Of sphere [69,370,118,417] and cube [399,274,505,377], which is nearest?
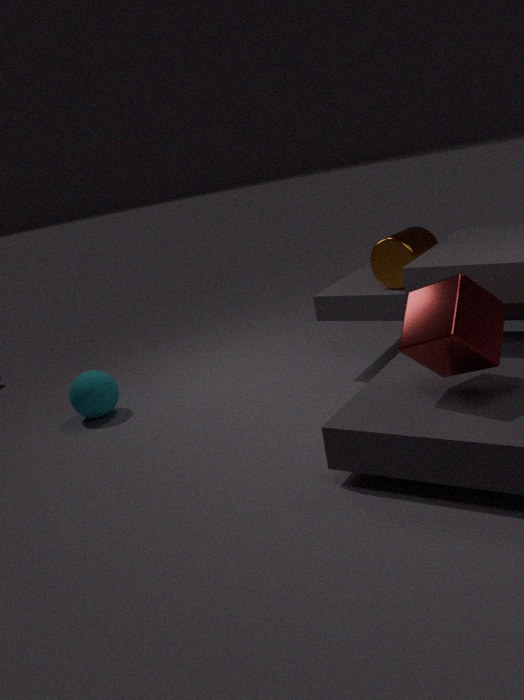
cube [399,274,505,377]
